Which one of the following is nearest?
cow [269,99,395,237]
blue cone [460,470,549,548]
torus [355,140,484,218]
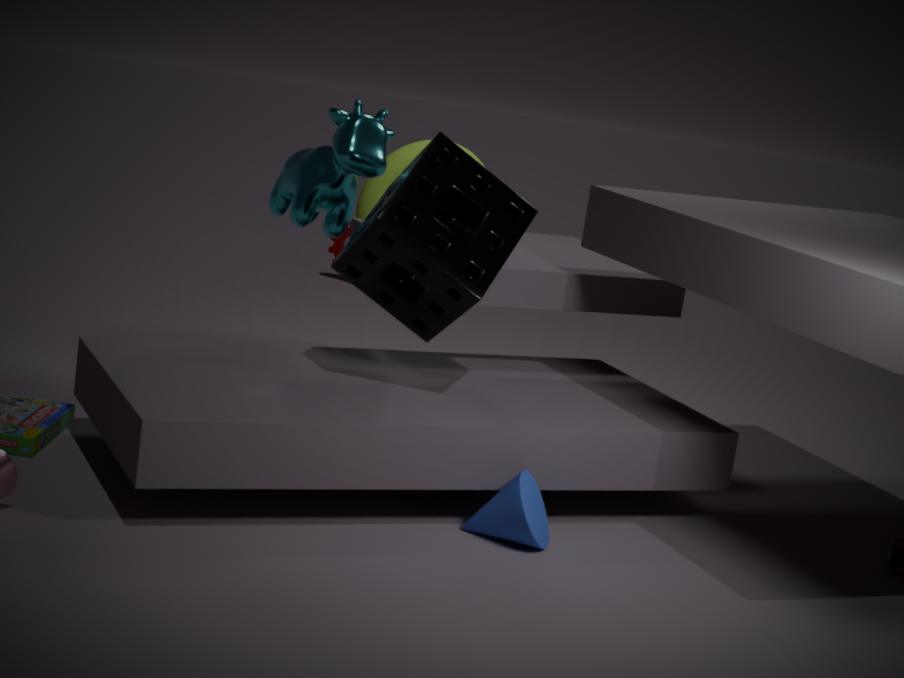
blue cone [460,470,549,548]
